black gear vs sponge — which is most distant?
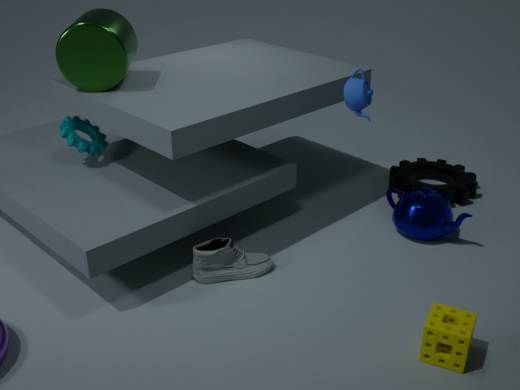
black gear
